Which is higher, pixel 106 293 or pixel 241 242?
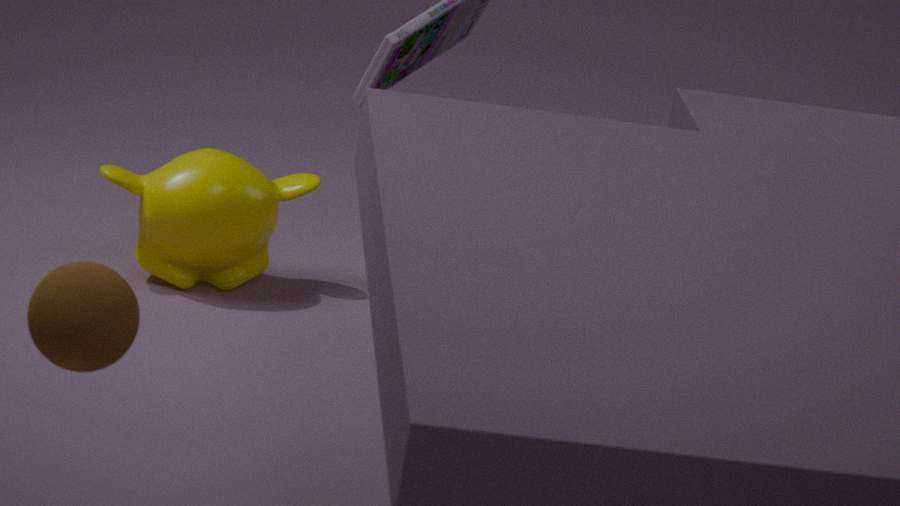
pixel 106 293
